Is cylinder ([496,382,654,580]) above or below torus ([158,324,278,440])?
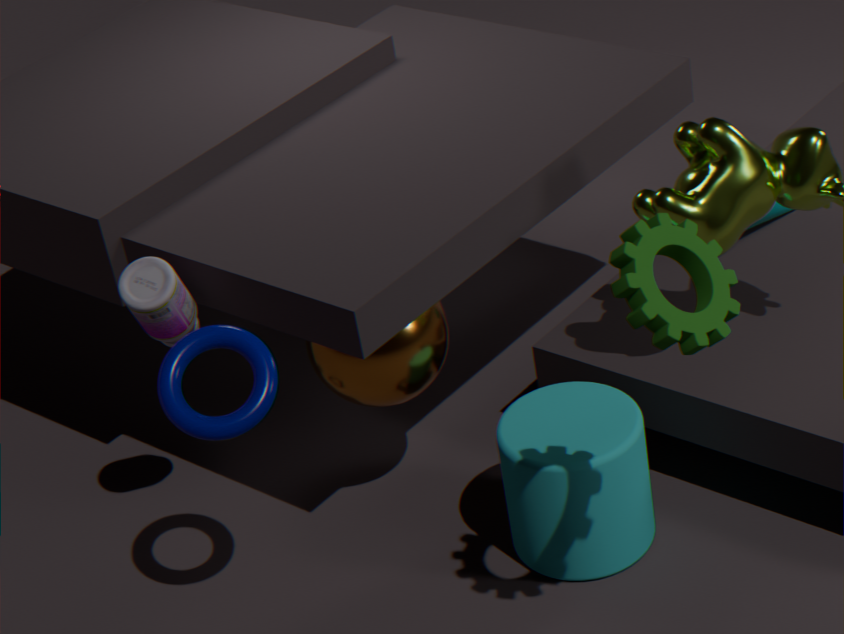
below
